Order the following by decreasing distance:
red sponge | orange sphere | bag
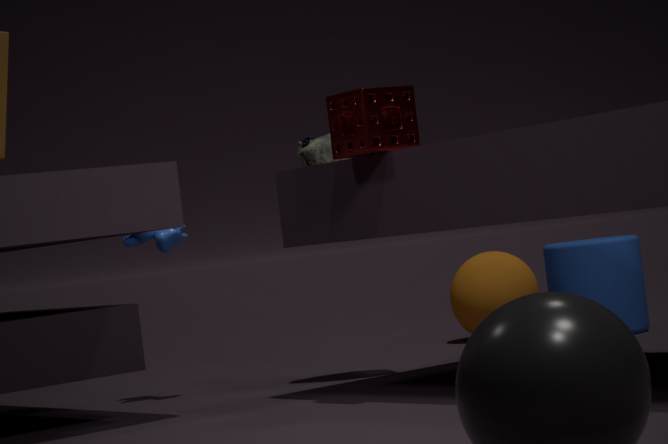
orange sphere, bag, red sponge
